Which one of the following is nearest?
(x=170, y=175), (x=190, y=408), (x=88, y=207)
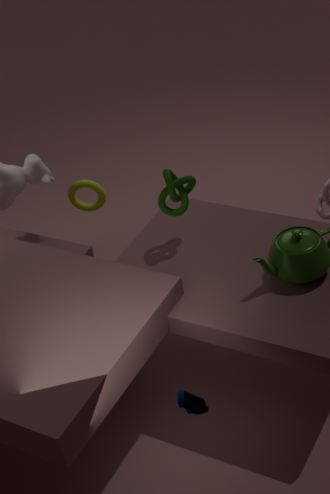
(x=190, y=408)
